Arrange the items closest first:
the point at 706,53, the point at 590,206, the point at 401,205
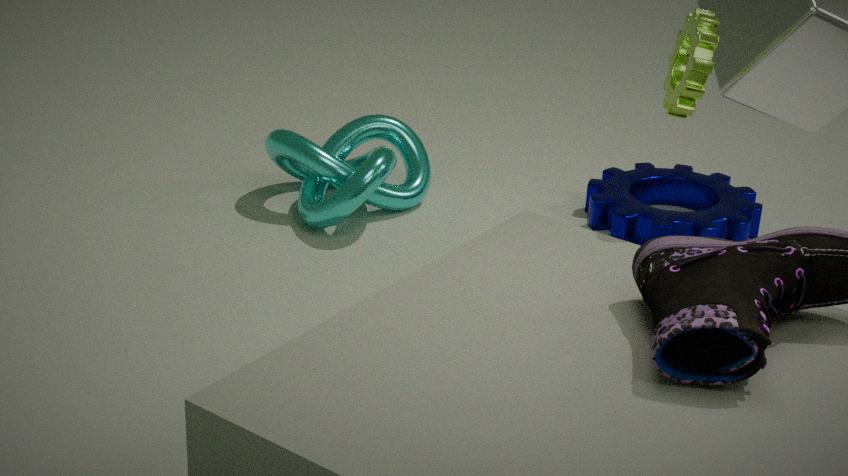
the point at 706,53 → the point at 590,206 → the point at 401,205
